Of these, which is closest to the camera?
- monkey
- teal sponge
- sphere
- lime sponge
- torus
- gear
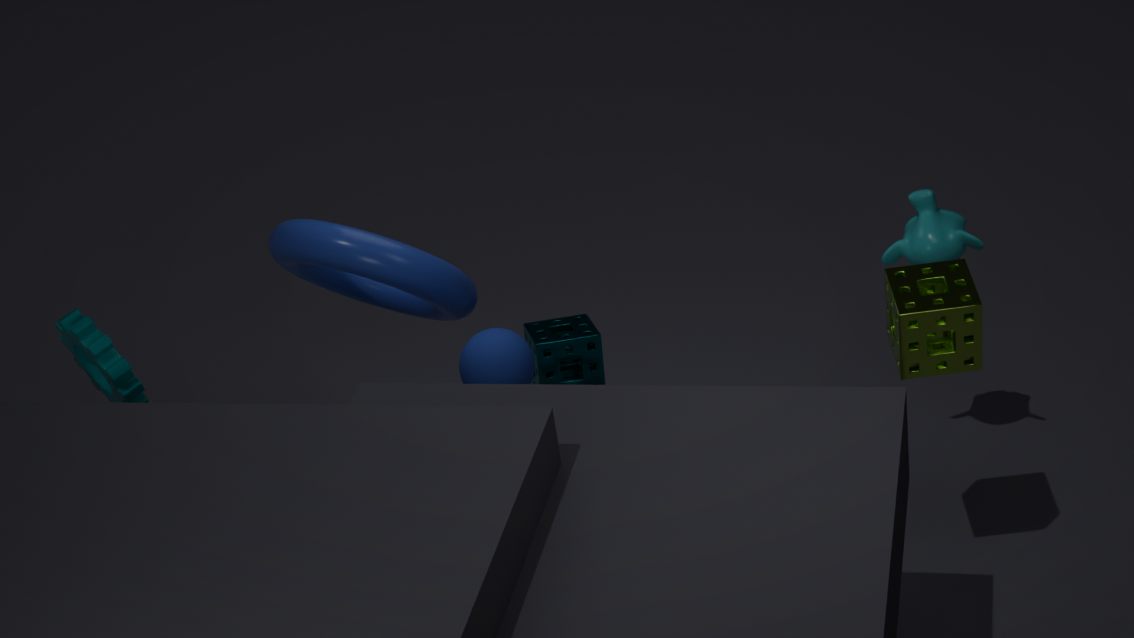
lime sponge
